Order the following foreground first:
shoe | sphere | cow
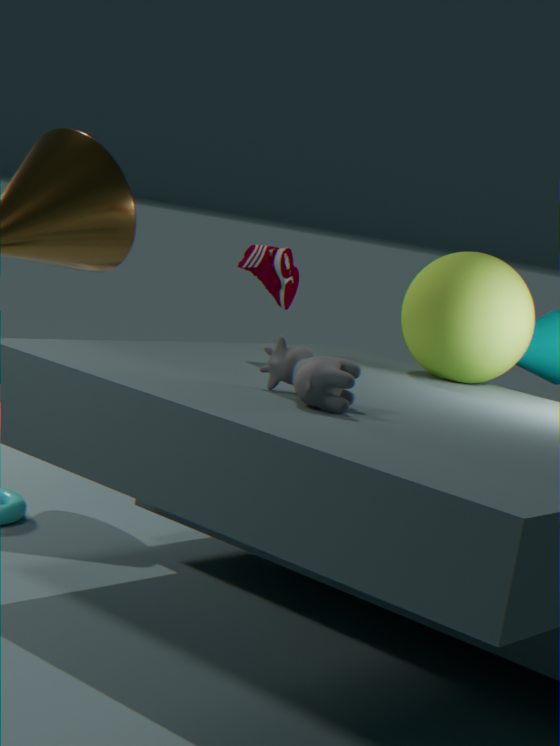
cow, shoe, sphere
